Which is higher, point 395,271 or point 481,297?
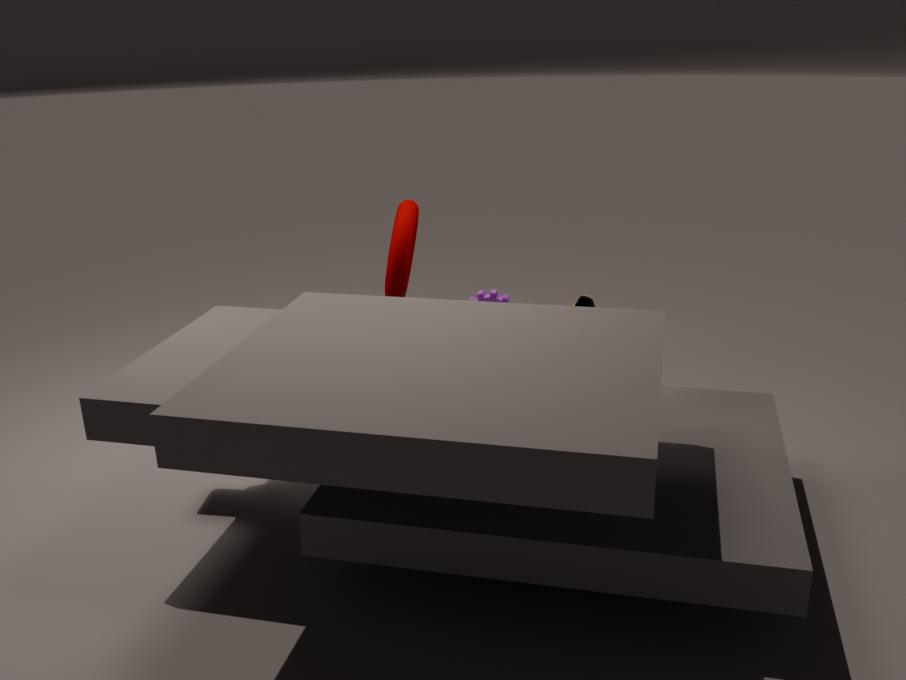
point 395,271
